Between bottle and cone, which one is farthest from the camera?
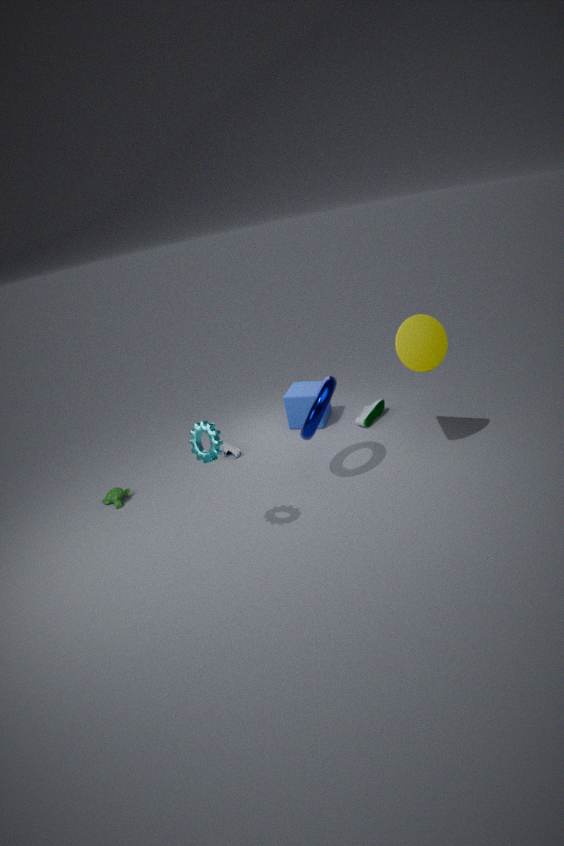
bottle
